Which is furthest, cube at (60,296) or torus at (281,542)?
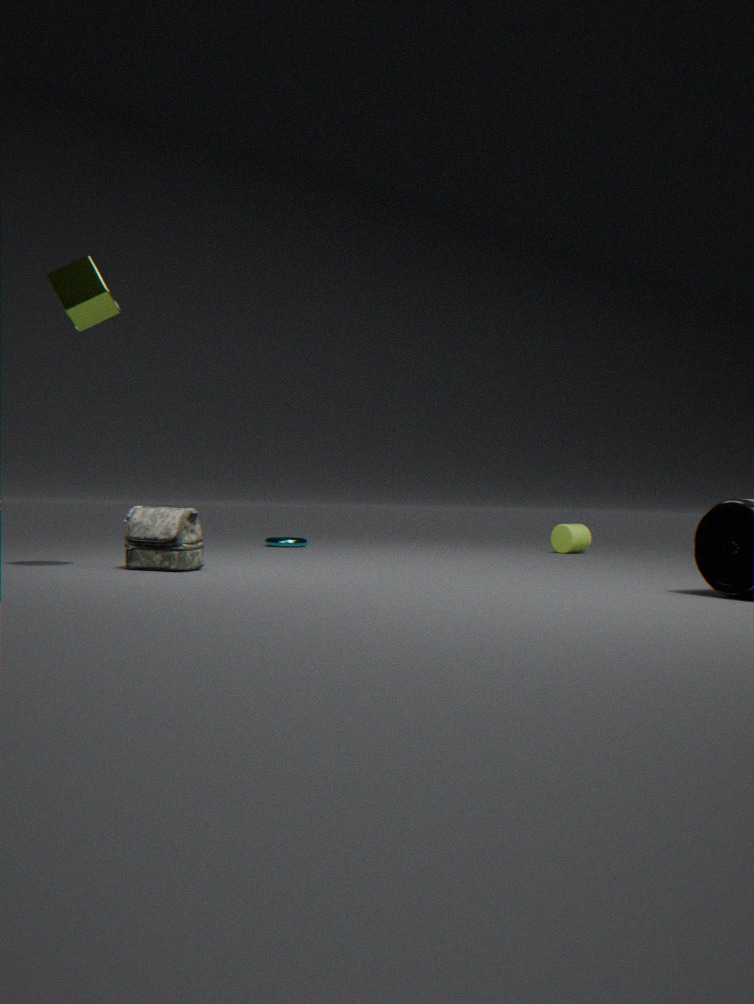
torus at (281,542)
